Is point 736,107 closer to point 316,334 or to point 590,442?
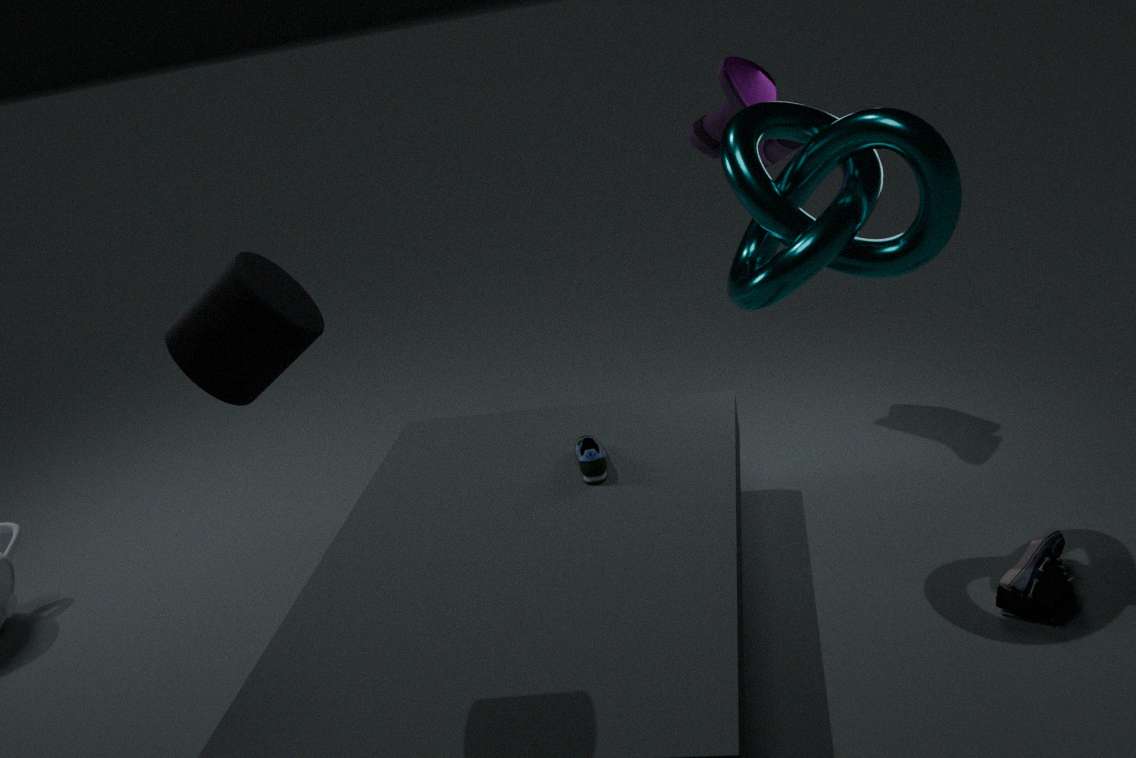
point 590,442
